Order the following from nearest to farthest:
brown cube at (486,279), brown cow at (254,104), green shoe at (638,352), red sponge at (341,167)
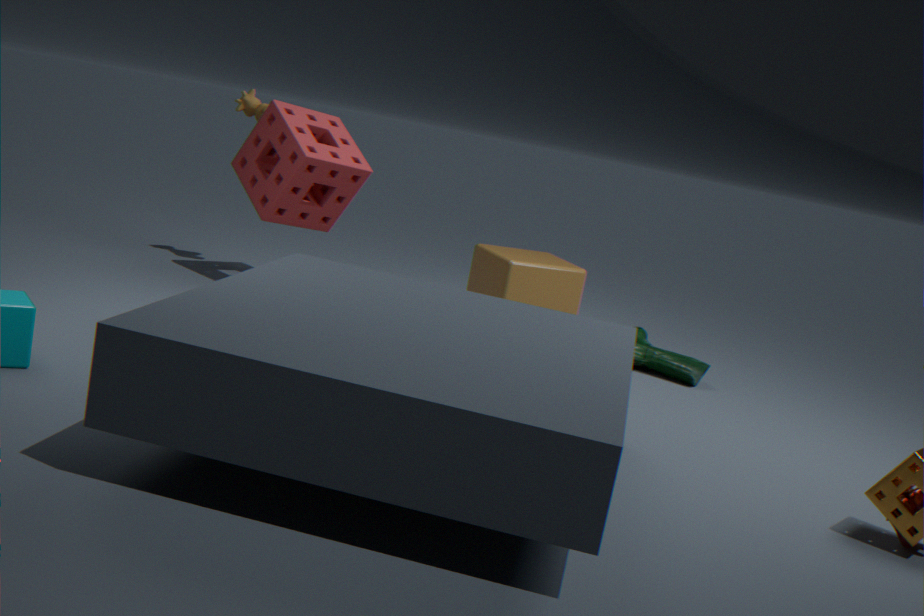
brown cube at (486,279) → green shoe at (638,352) → red sponge at (341,167) → brown cow at (254,104)
